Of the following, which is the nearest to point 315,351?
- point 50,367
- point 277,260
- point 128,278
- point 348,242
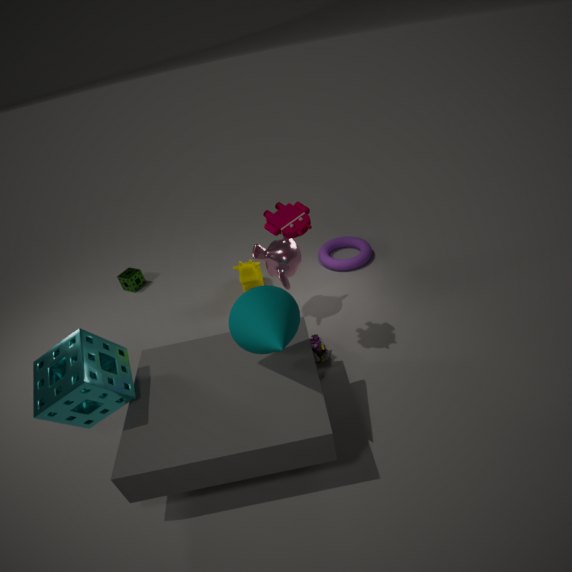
point 277,260
